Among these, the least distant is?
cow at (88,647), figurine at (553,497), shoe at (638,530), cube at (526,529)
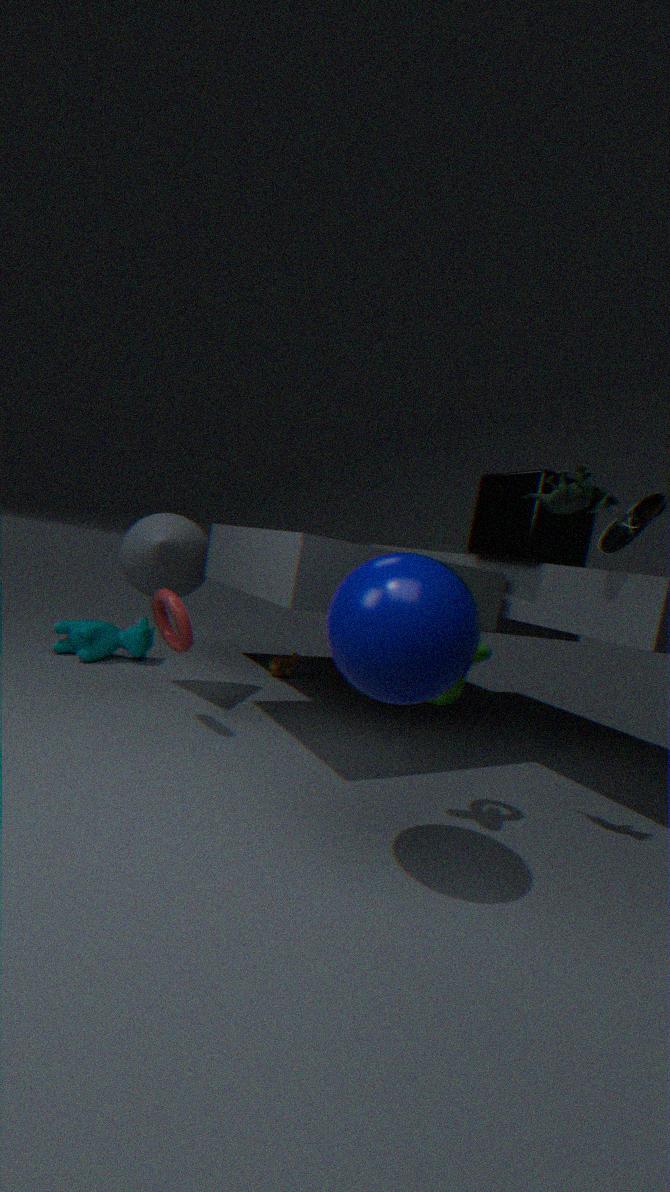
figurine at (553,497)
